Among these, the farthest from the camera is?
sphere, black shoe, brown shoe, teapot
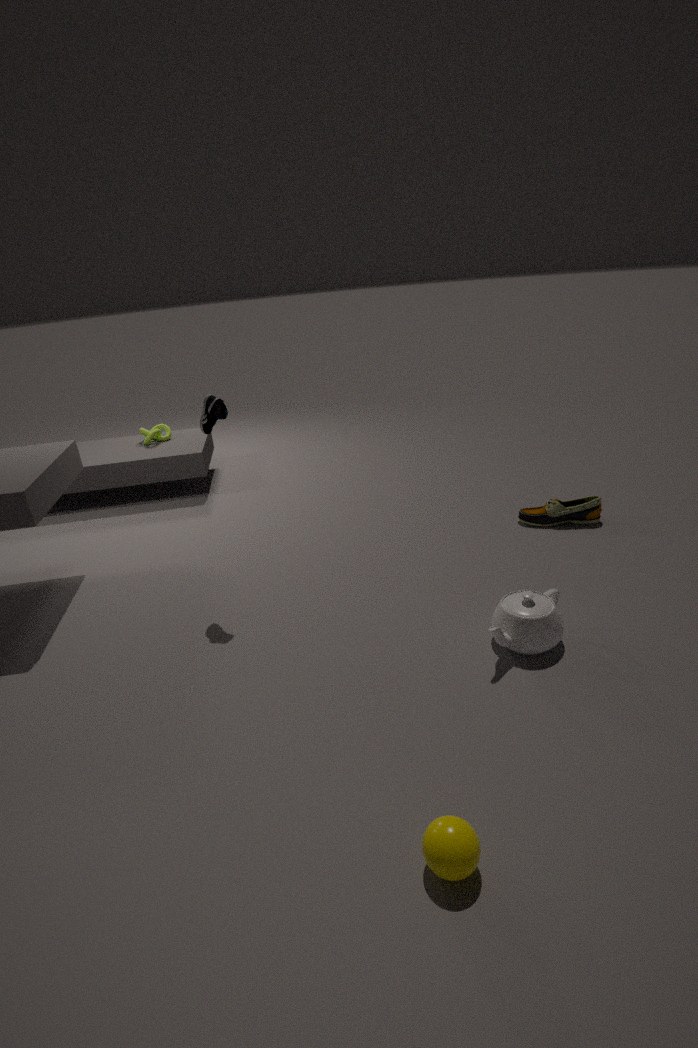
brown shoe
